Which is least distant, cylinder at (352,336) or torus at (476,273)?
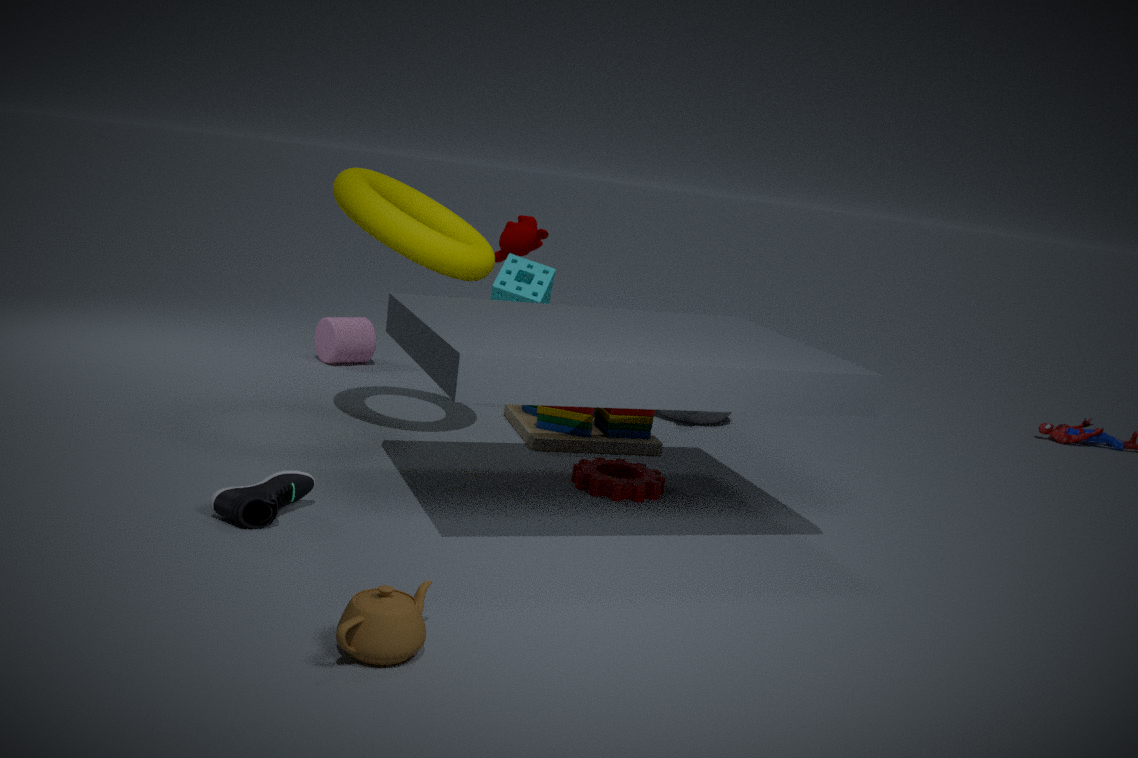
torus at (476,273)
